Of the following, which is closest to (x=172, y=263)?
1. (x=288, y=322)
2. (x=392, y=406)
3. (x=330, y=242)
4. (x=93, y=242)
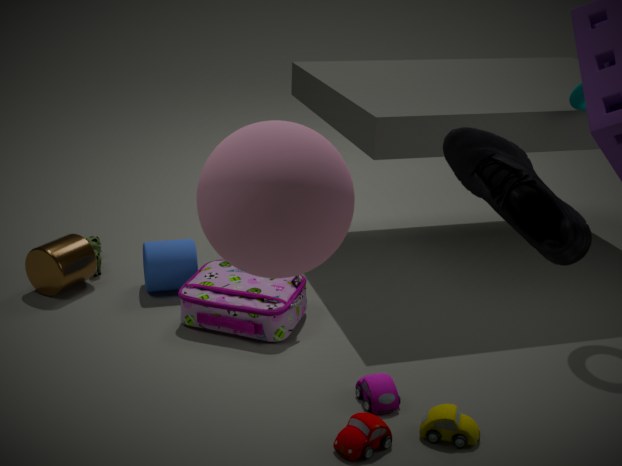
(x=288, y=322)
